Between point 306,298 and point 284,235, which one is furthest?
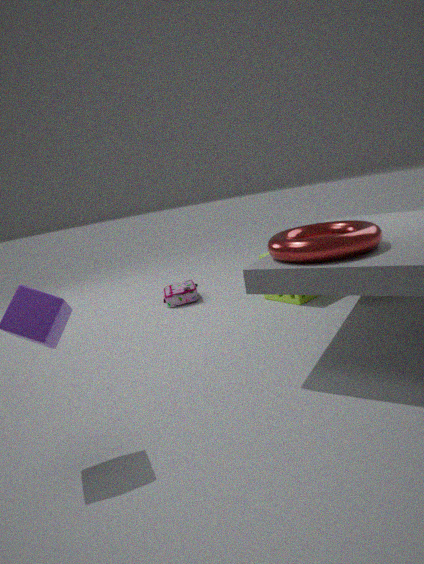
point 306,298
